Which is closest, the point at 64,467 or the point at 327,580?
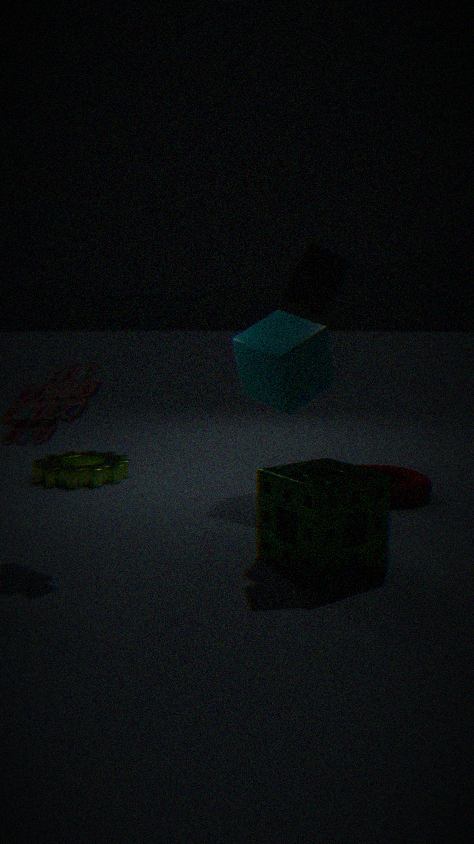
the point at 327,580
